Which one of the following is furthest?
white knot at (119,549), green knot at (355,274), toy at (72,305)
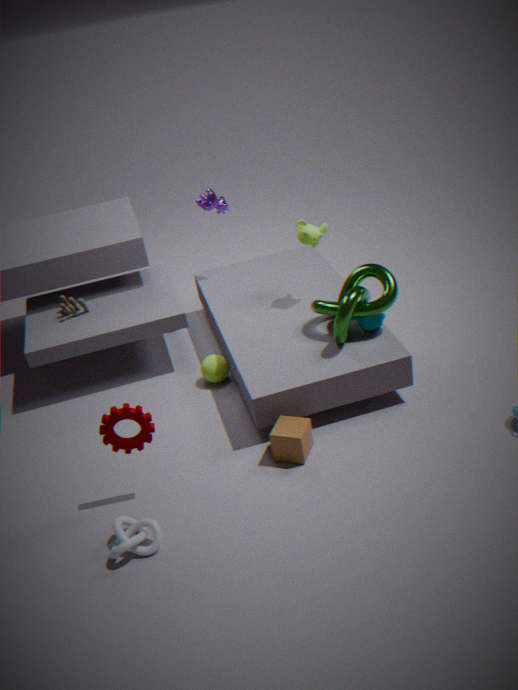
toy at (72,305)
